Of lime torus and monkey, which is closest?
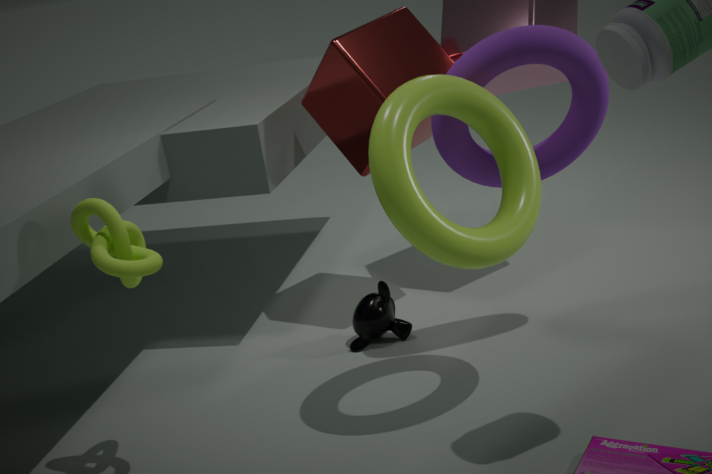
lime torus
